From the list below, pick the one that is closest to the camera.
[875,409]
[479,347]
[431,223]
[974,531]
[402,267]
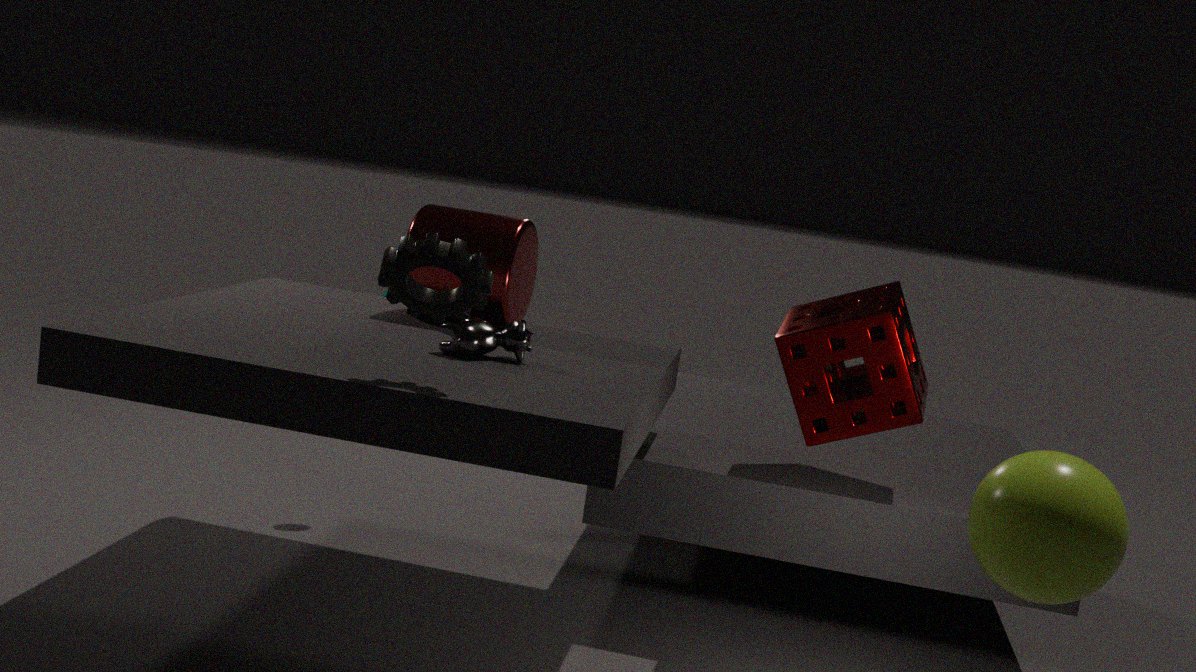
[974,531]
